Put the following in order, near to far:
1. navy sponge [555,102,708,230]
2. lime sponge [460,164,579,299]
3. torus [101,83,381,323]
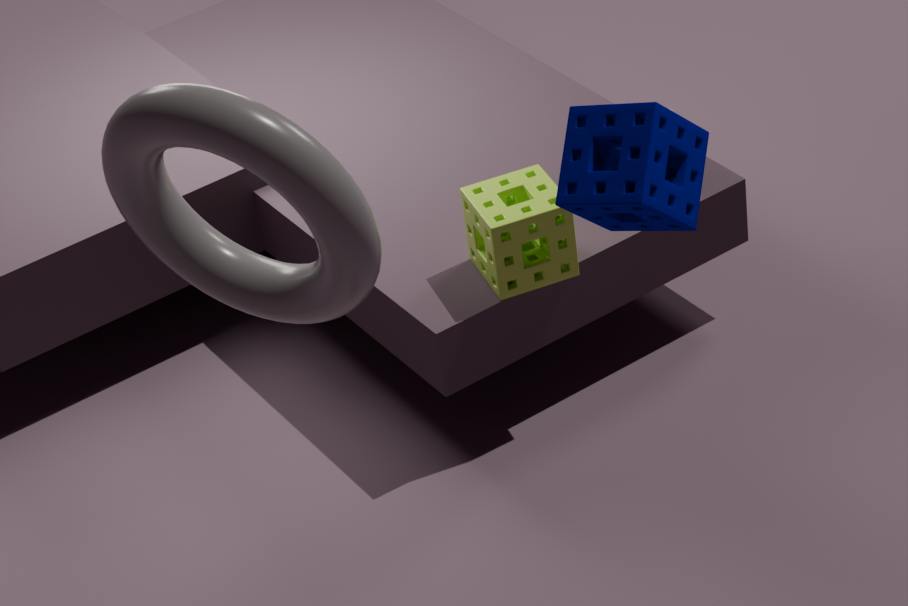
torus [101,83,381,323], navy sponge [555,102,708,230], lime sponge [460,164,579,299]
